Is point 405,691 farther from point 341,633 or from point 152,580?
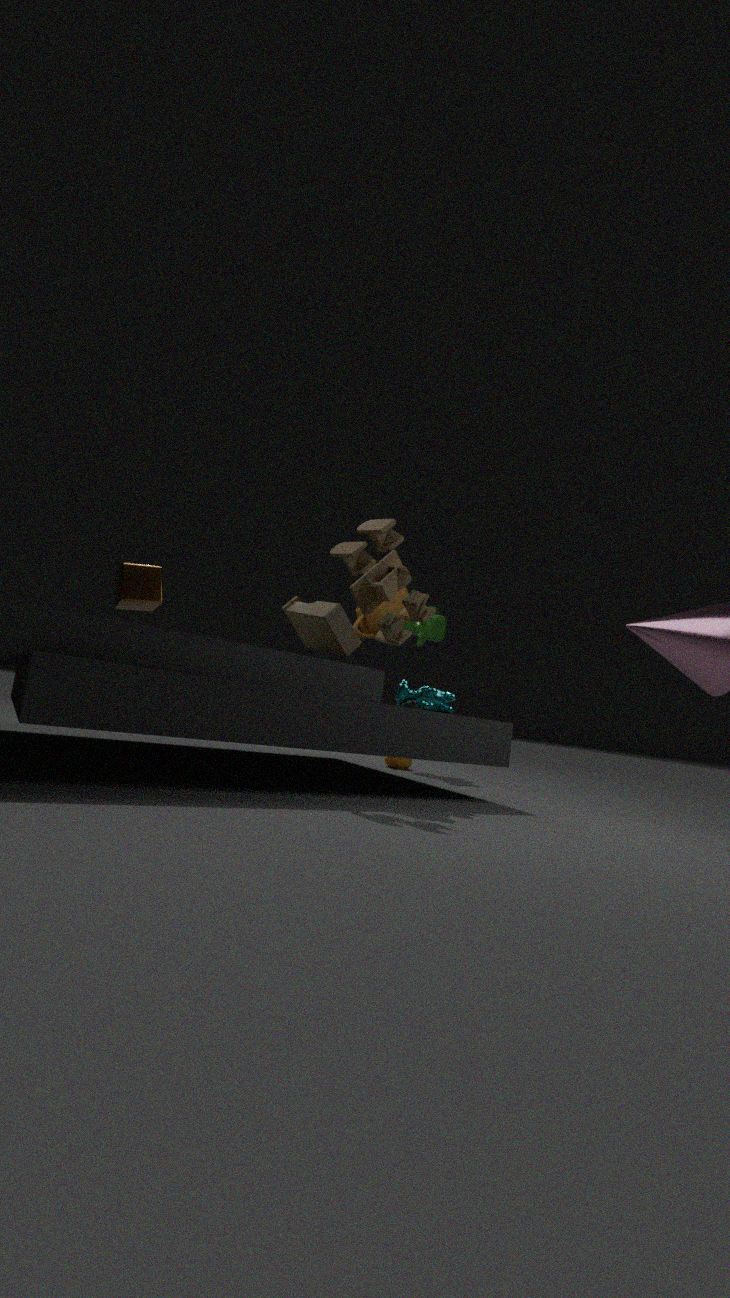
point 152,580
